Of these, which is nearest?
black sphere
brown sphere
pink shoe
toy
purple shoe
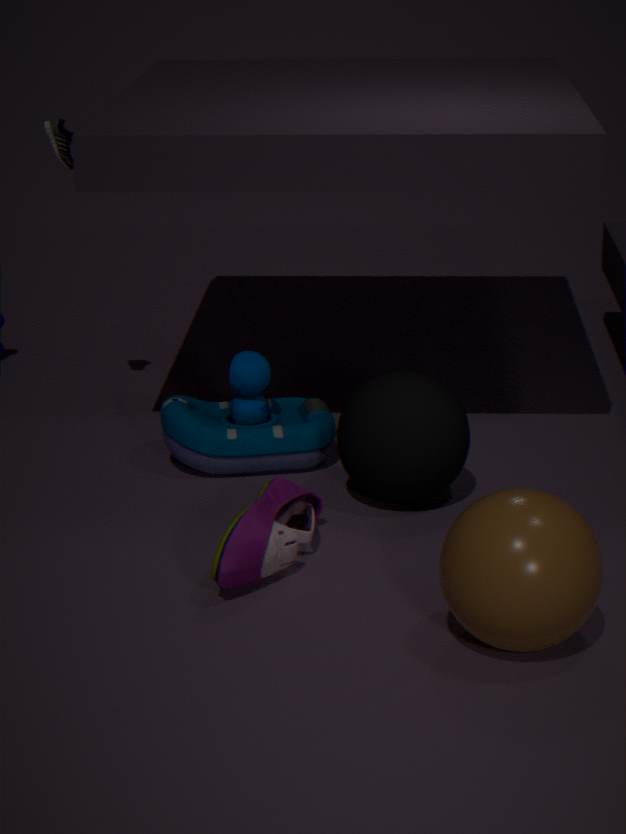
brown sphere
